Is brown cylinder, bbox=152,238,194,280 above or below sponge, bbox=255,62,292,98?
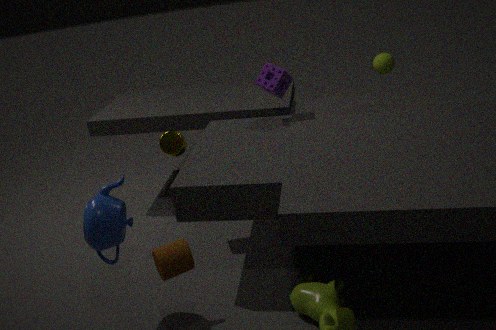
below
